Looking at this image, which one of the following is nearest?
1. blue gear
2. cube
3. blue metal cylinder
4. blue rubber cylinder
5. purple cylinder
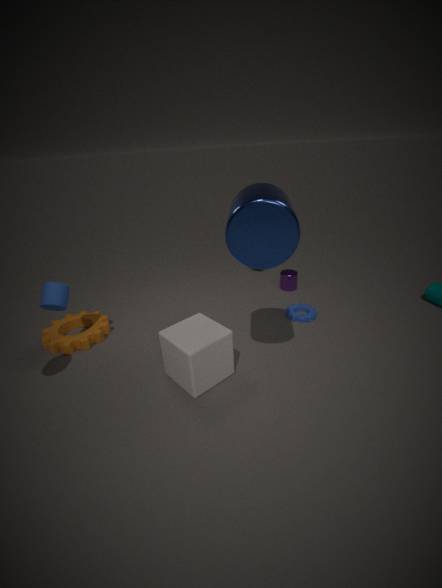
blue metal cylinder
